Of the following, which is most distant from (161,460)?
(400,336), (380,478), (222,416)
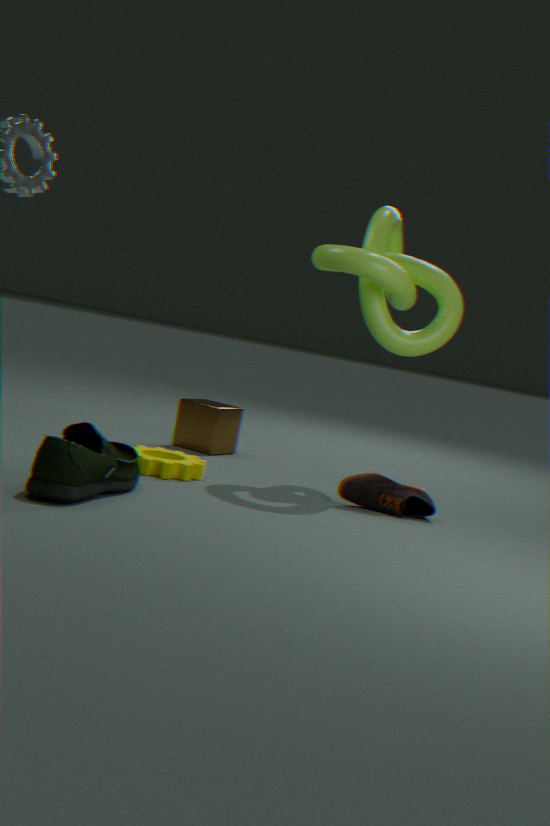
(400,336)
